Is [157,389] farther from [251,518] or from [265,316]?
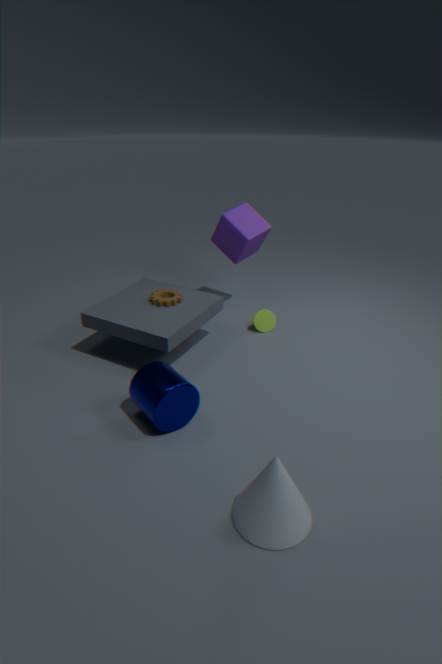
[265,316]
